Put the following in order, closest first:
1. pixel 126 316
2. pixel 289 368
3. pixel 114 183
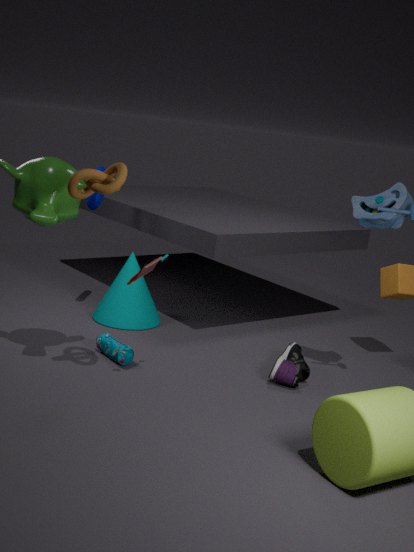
pixel 114 183, pixel 289 368, pixel 126 316
